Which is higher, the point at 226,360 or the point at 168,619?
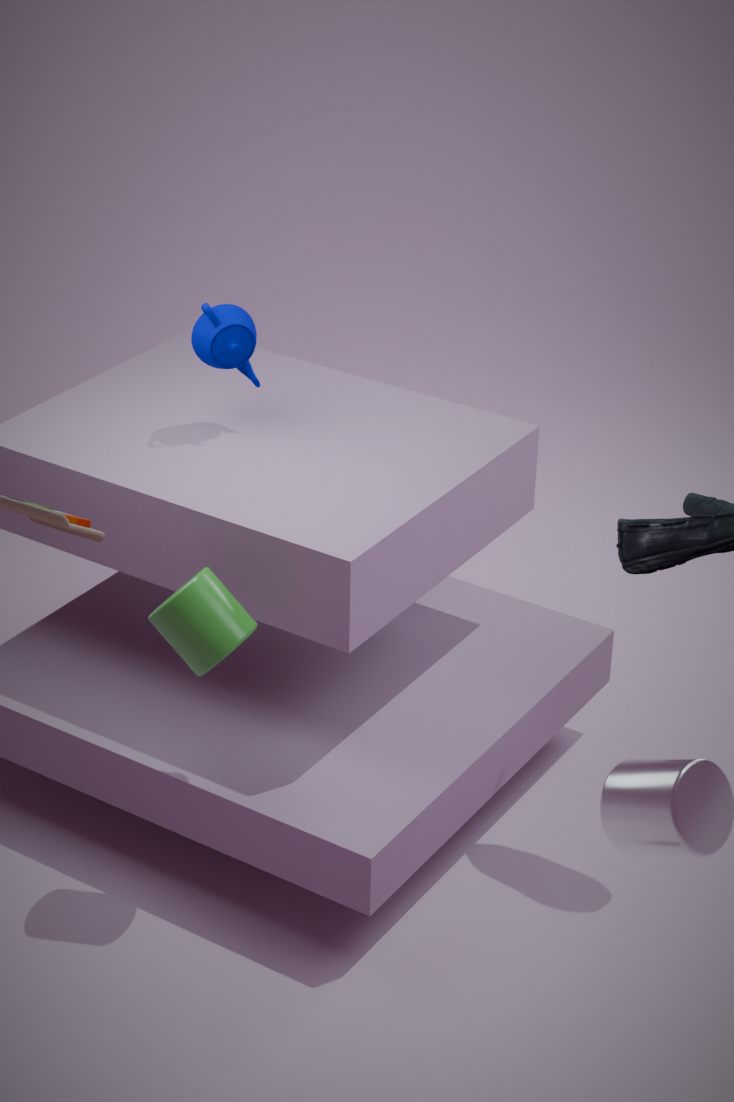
the point at 226,360
